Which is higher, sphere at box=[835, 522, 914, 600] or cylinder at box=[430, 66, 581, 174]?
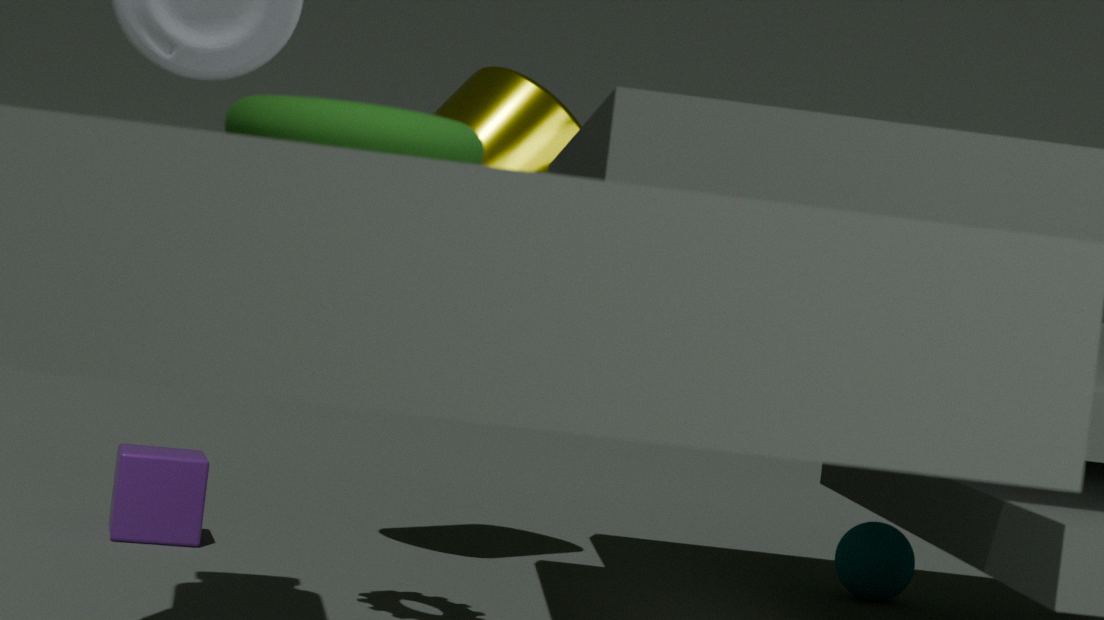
cylinder at box=[430, 66, 581, 174]
